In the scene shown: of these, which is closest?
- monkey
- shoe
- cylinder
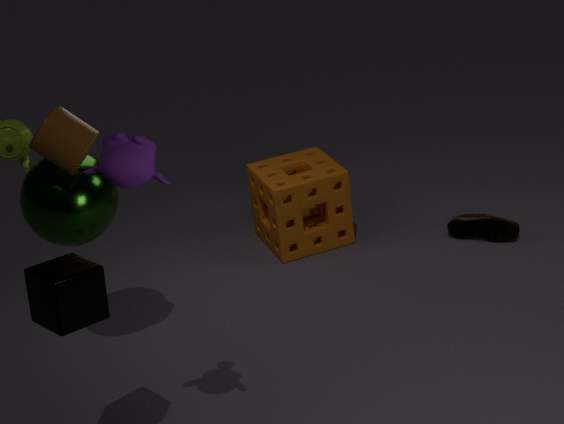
monkey
